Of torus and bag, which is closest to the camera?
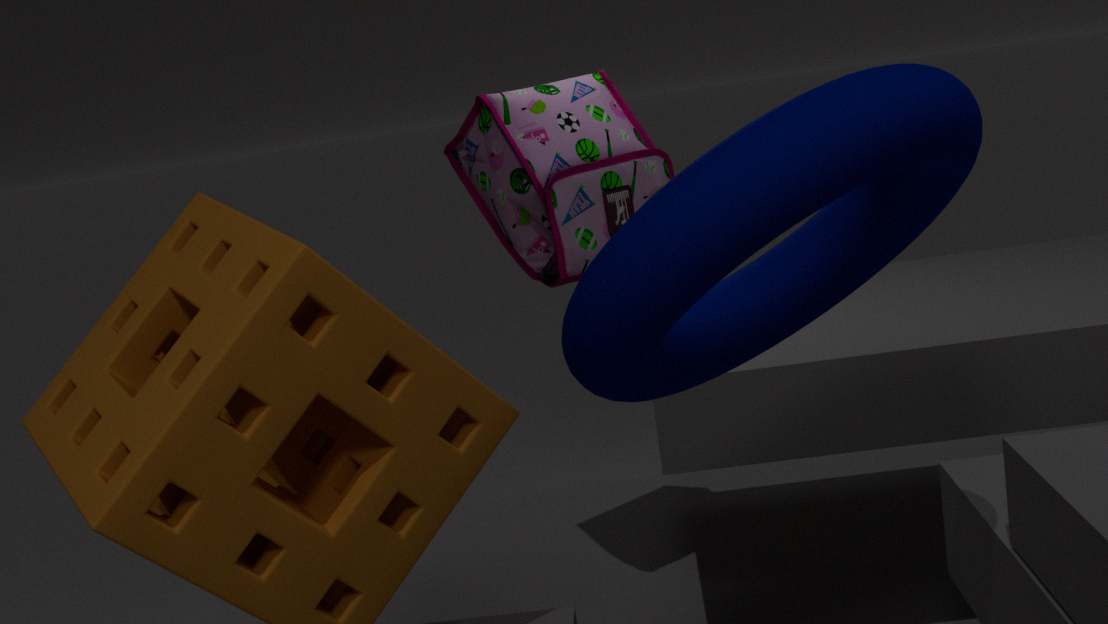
torus
